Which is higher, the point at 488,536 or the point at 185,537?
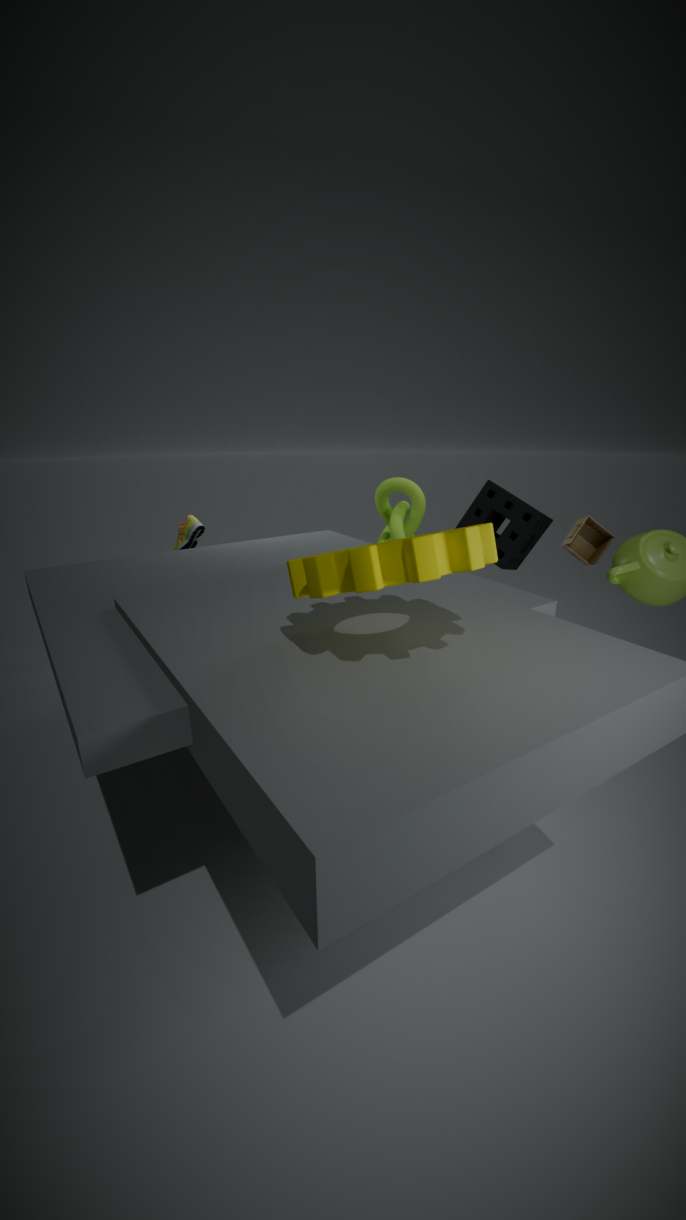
the point at 488,536
